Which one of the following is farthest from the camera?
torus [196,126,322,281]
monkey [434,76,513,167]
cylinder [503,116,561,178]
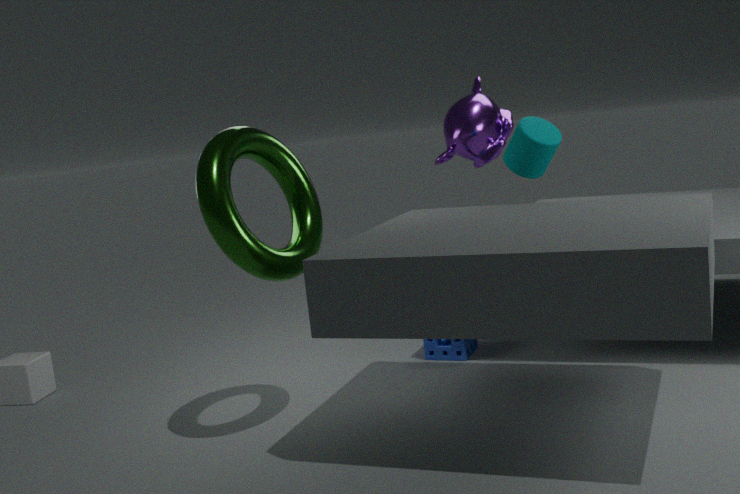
monkey [434,76,513,167]
